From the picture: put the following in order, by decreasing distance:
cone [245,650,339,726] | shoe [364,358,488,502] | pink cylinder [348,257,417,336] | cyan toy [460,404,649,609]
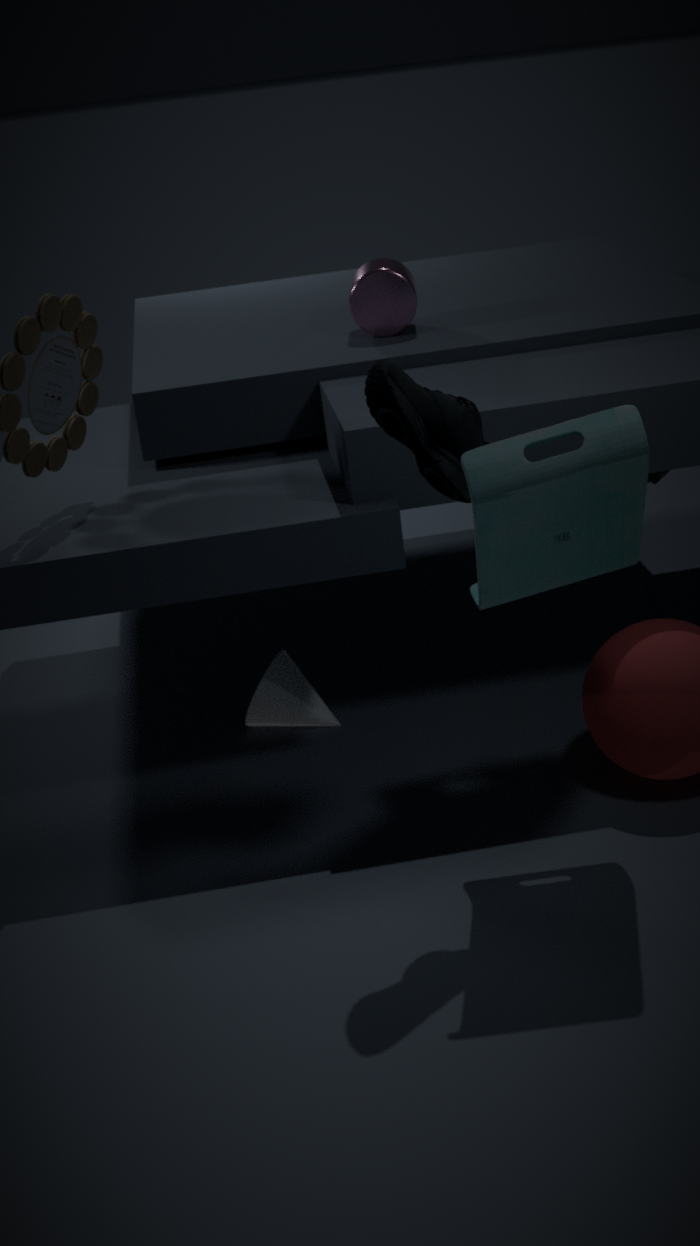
1. pink cylinder [348,257,417,336]
2. cone [245,650,339,726]
3. shoe [364,358,488,502]
4. cyan toy [460,404,649,609]
